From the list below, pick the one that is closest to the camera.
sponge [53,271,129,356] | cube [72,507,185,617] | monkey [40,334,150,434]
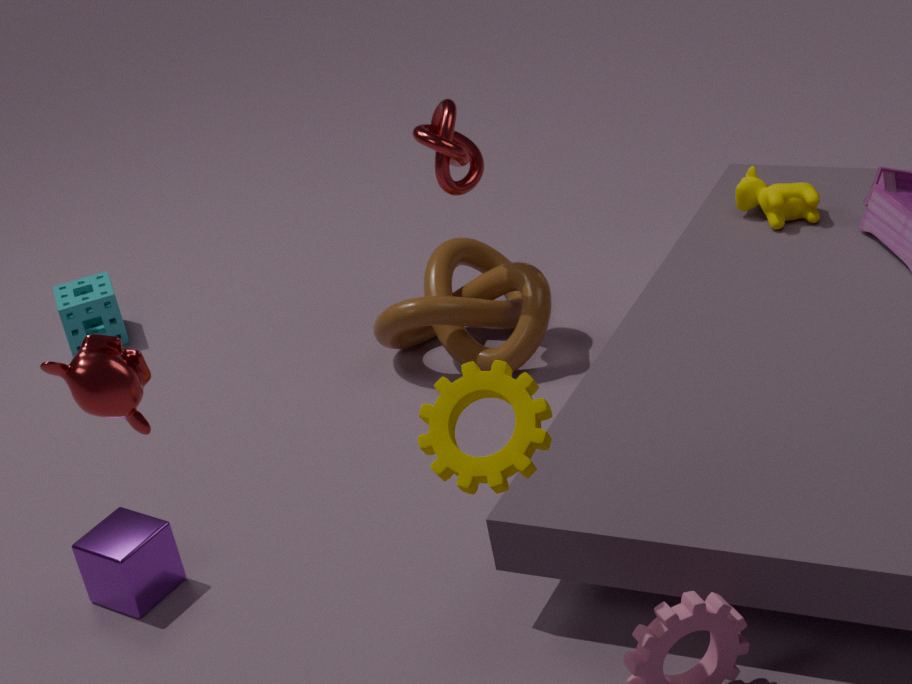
monkey [40,334,150,434]
